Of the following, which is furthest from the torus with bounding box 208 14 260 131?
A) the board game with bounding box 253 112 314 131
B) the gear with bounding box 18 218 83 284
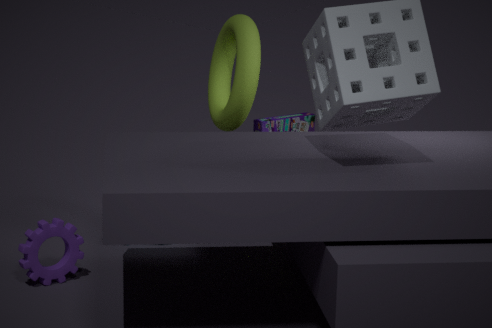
the gear with bounding box 18 218 83 284
